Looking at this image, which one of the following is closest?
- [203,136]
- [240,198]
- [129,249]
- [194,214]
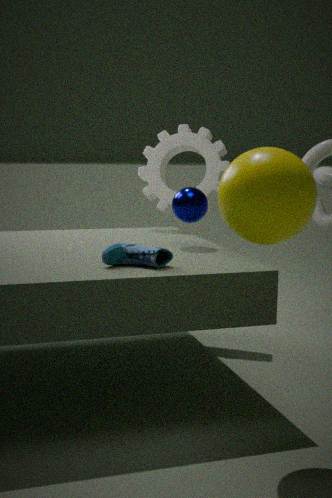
[240,198]
